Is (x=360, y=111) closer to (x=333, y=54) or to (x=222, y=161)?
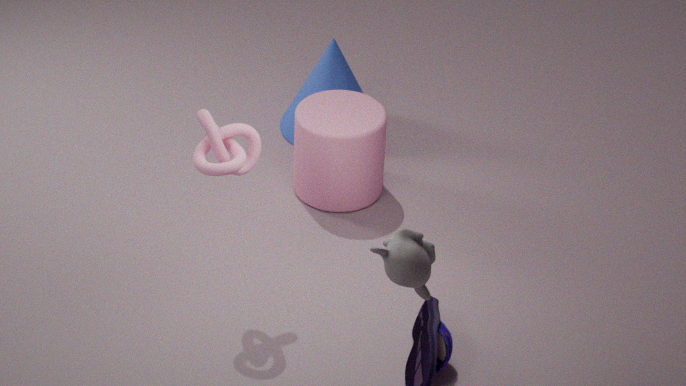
(x=333, y=54)
